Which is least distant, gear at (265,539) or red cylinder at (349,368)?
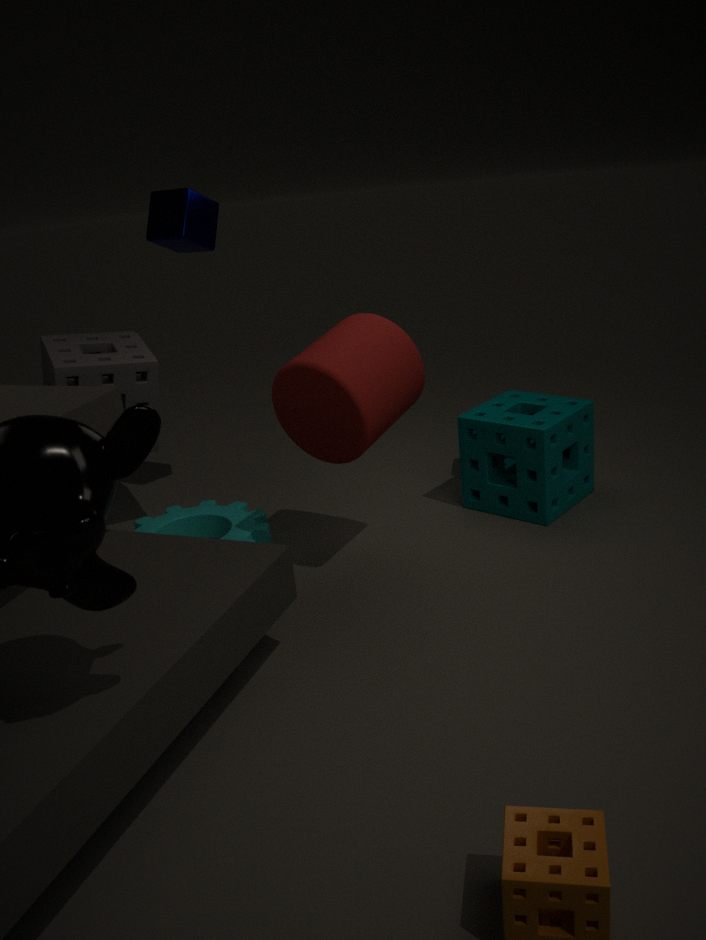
red cylinder at (349,368)
